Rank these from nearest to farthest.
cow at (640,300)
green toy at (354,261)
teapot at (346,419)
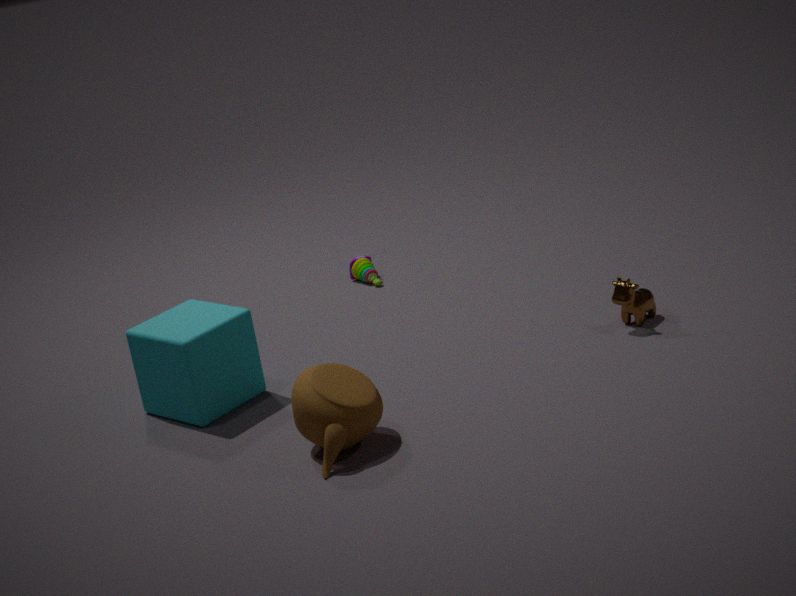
1. teapot at (346,419)
2. cow at (640,300)
3. green toy at (354,261)
